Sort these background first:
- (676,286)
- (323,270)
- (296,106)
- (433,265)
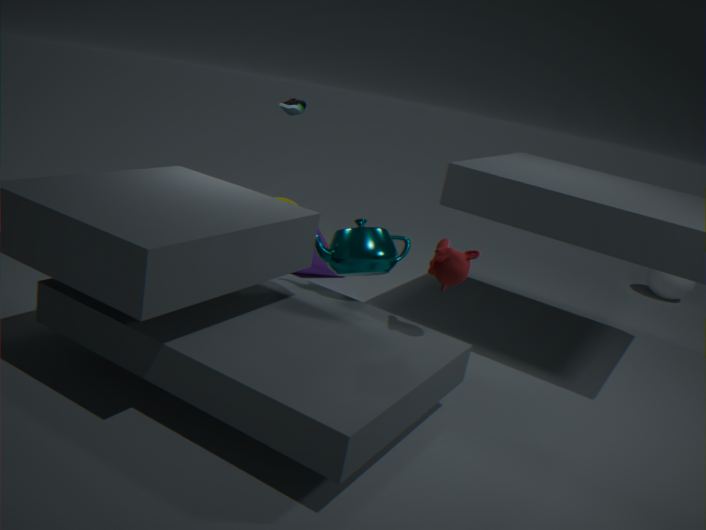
(676,286), (323,270), (296,106), (433,265)
